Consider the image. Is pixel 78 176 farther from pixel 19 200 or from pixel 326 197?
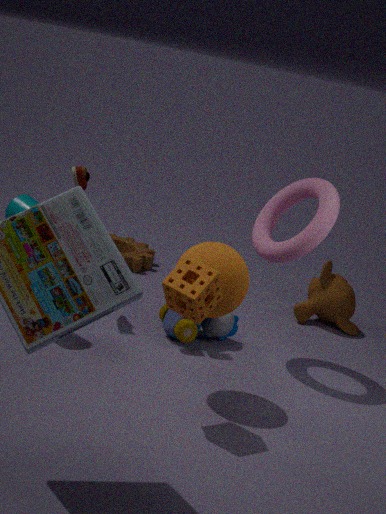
pixel 326 197
